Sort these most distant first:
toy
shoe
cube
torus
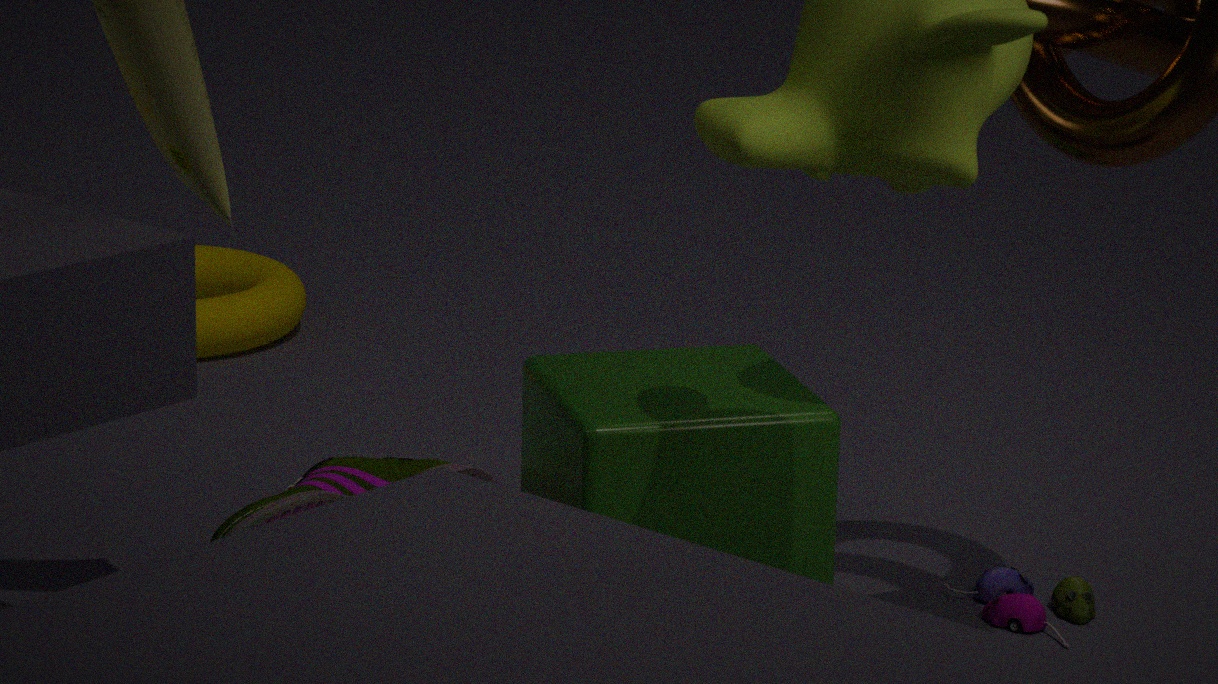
torus
toy
shoe
cube
